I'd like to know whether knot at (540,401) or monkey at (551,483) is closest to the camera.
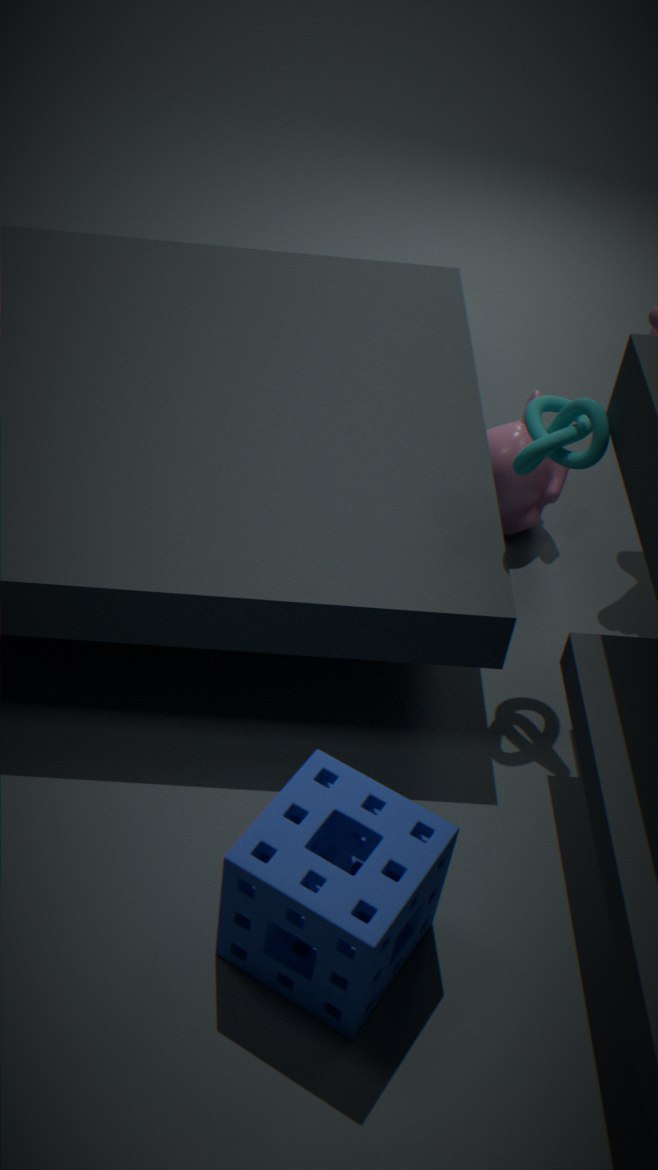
knot at (540,401)
